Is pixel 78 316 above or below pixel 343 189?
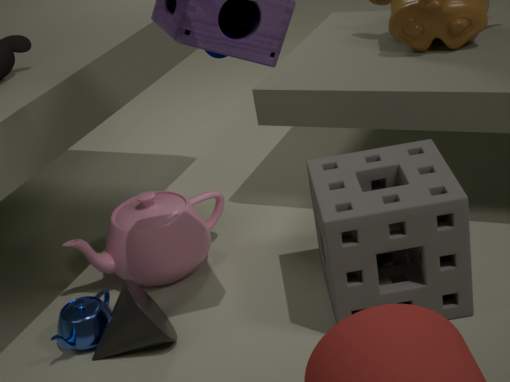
below
